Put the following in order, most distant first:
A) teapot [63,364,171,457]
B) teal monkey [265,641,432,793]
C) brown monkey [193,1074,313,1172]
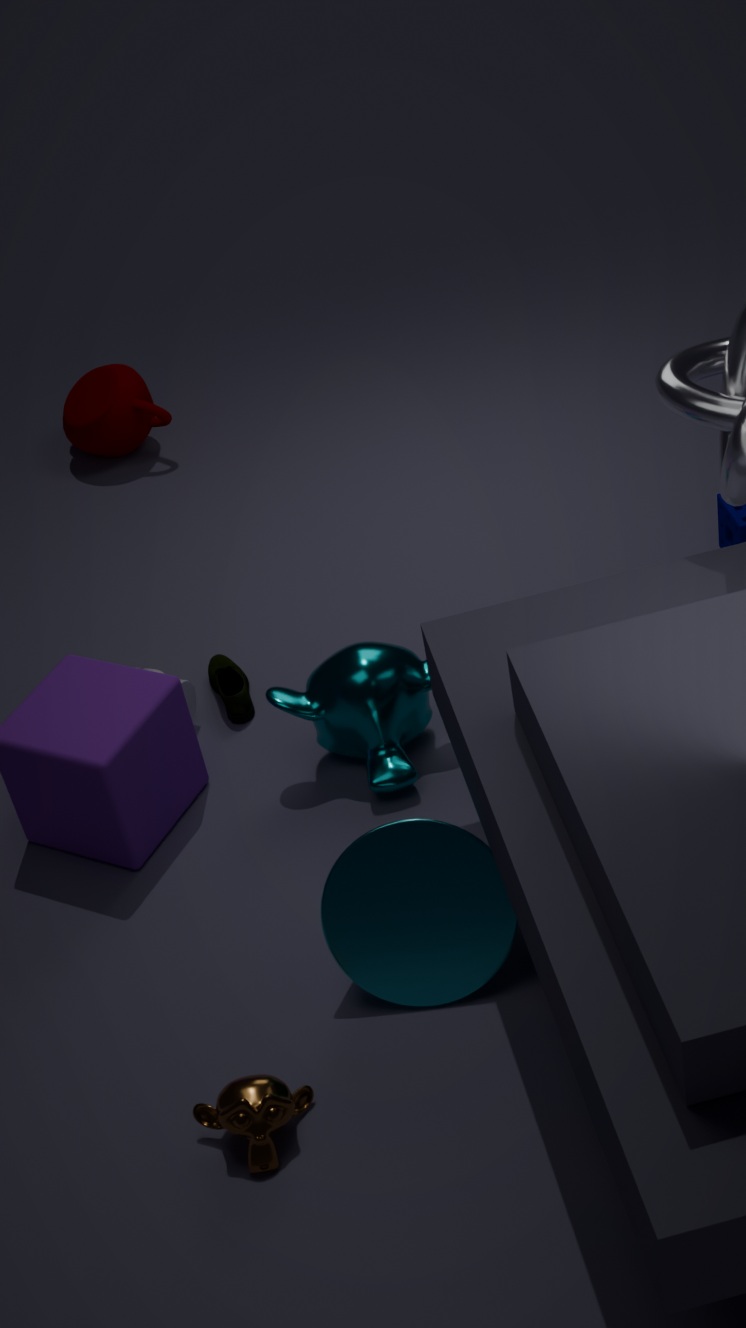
teapot [63,364,171,457], teal monkey [265,641,432,793], brown monkey [193,1074,313,1172]
